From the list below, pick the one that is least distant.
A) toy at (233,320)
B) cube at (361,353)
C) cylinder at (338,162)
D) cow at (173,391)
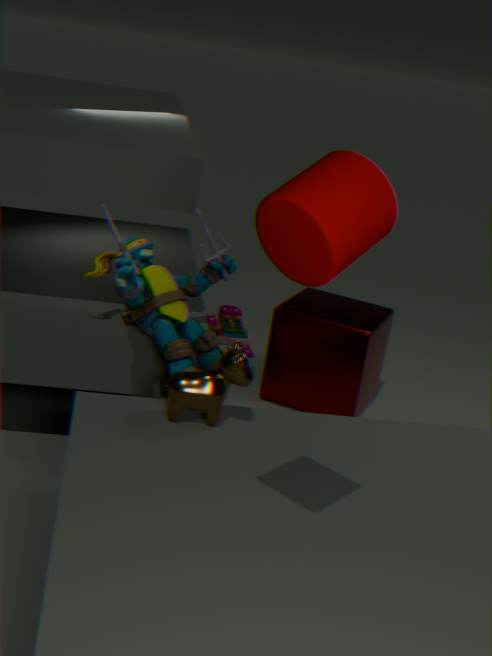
cylinder at (338,162)
